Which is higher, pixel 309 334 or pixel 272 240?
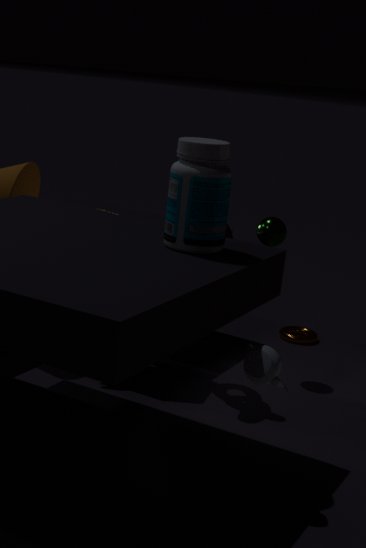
pixel 272 240
